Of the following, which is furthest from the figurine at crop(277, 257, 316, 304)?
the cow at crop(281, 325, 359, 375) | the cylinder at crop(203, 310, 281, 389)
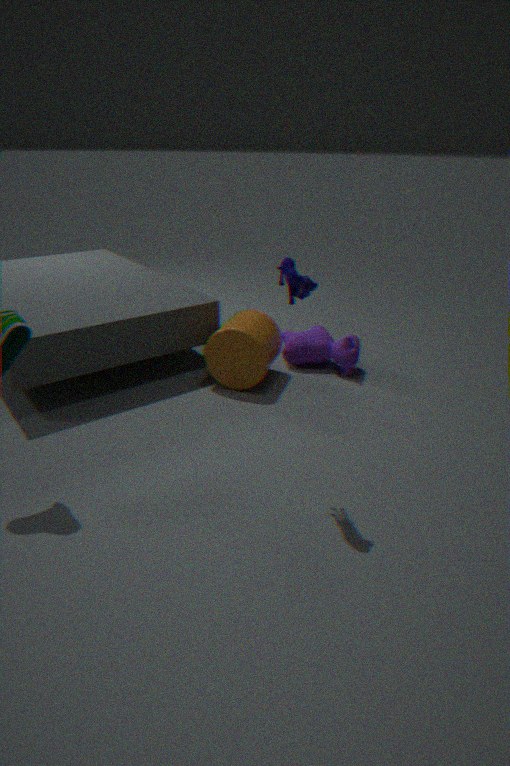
the cow at crop(281, 325, 359, 375)
